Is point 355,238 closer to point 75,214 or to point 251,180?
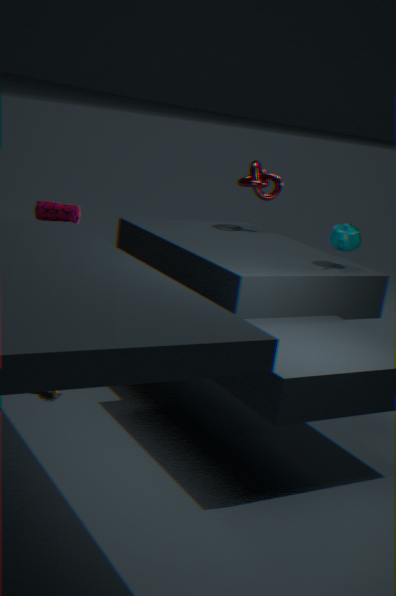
point 251,180
